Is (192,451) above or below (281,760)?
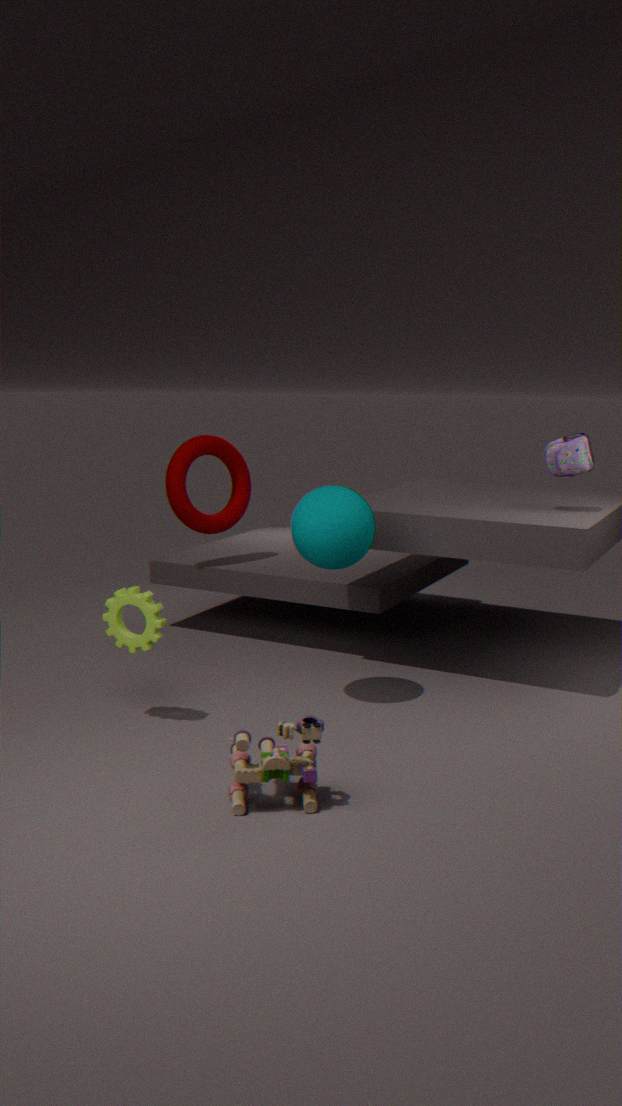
above
